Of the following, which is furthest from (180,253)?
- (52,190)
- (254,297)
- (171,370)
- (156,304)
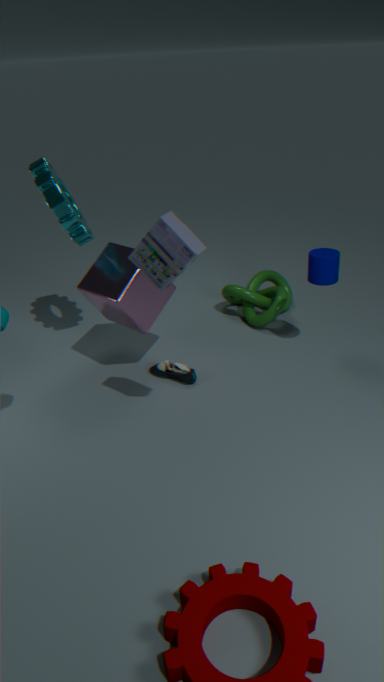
(254,297)
